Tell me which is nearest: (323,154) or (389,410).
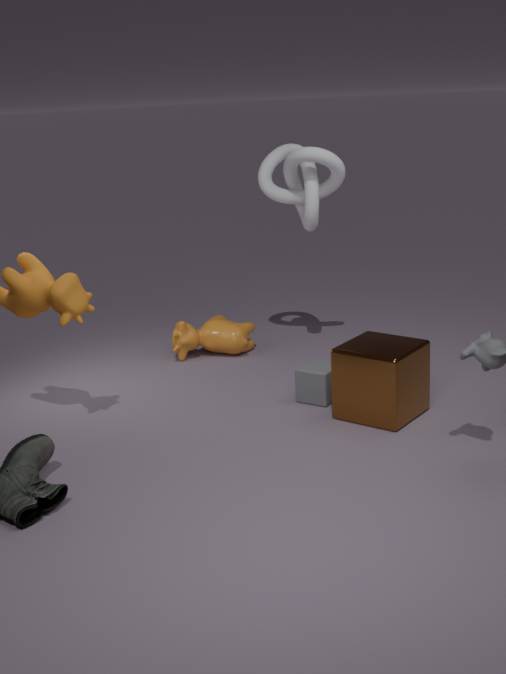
(389,410)
